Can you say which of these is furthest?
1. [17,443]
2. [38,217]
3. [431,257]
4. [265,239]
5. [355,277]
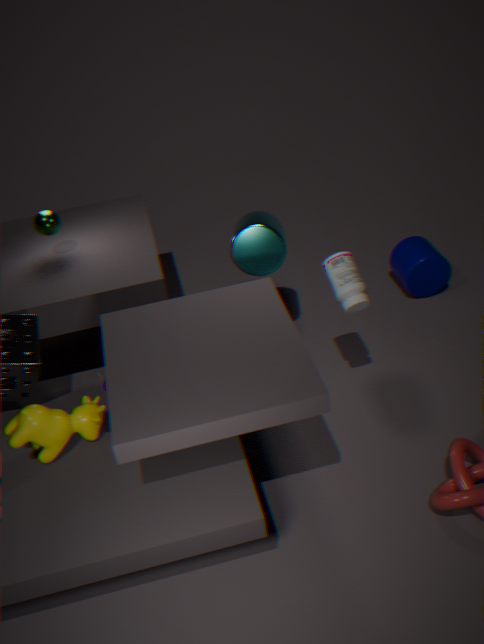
[431,257]
